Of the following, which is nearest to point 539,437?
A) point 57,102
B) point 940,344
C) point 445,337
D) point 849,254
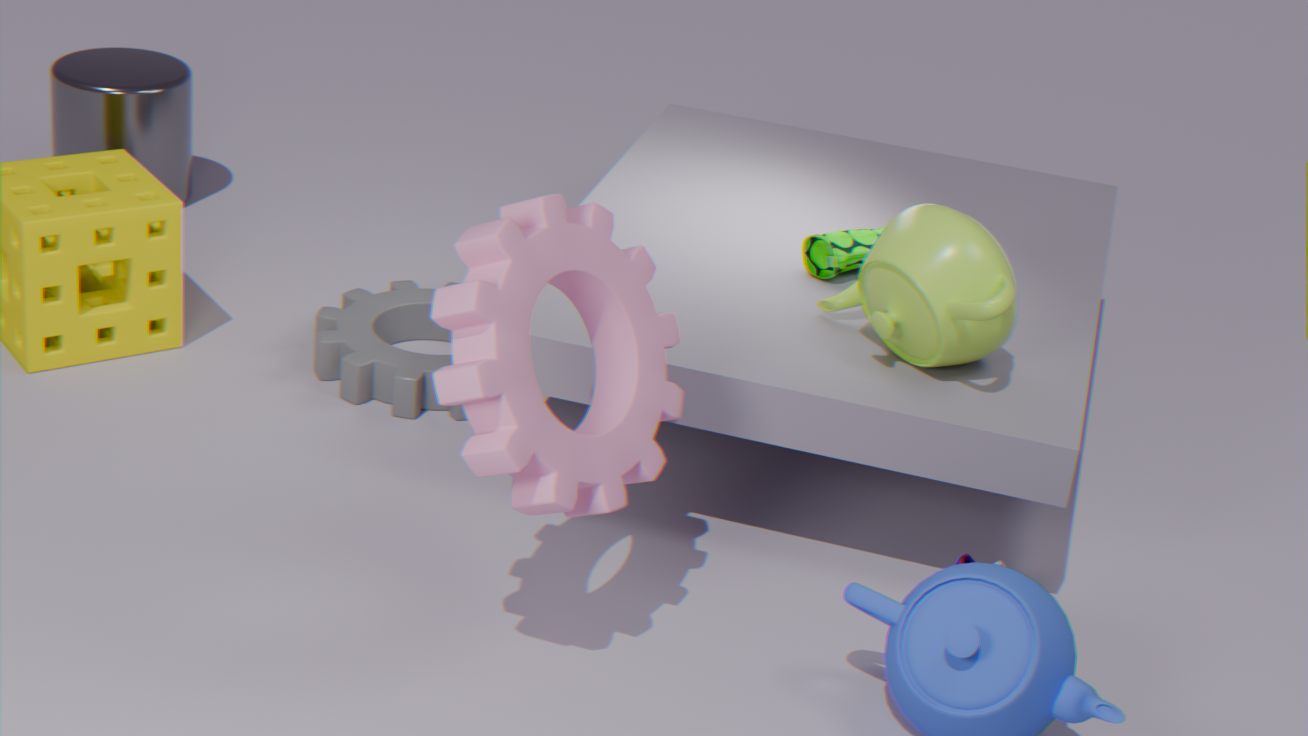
point 940,344
